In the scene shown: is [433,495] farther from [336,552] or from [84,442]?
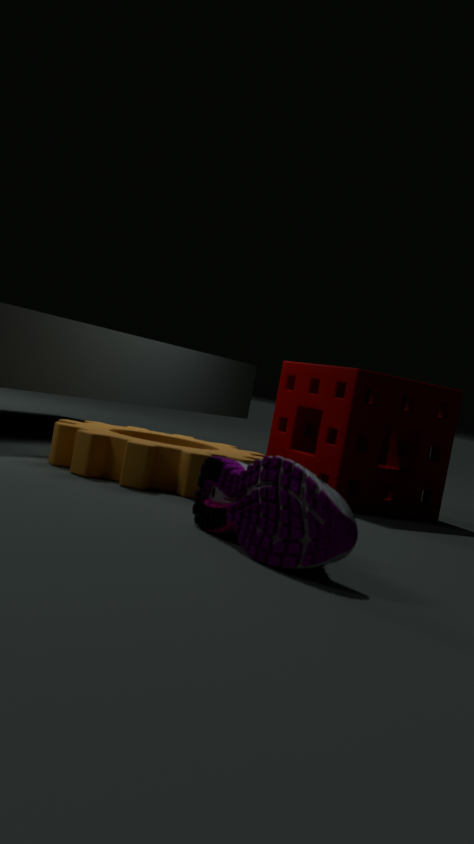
[336,552]
